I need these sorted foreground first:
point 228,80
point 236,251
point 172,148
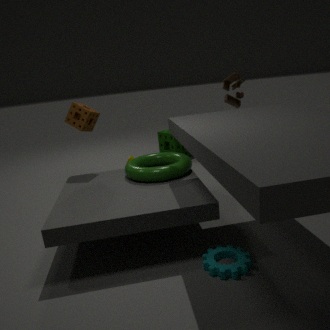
1. point 236,251
2. point 228,80
3. point 172,148
